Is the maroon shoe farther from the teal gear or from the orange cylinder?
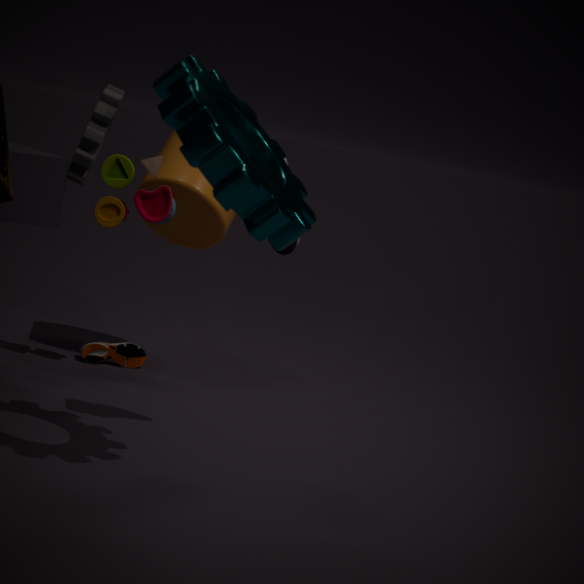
the teal gear
